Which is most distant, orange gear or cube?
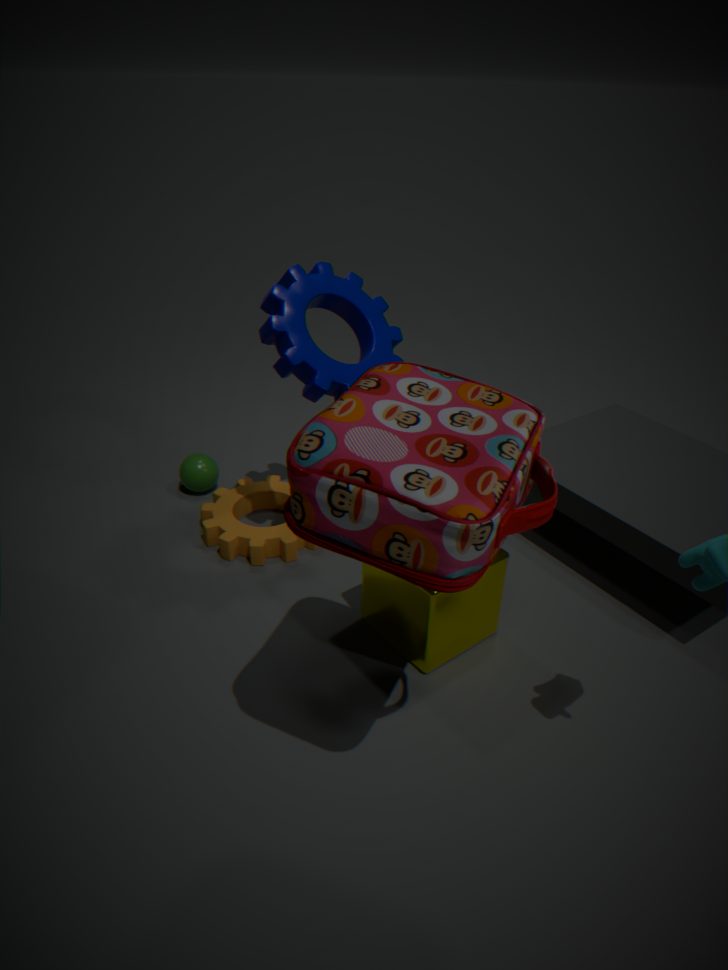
orange gear
